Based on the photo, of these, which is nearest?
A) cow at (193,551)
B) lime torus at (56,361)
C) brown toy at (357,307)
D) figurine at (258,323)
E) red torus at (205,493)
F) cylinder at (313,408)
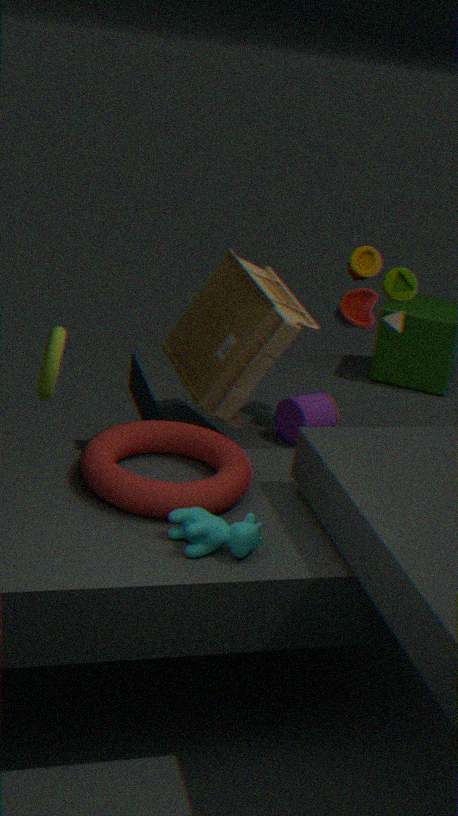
cow at (193,551)
